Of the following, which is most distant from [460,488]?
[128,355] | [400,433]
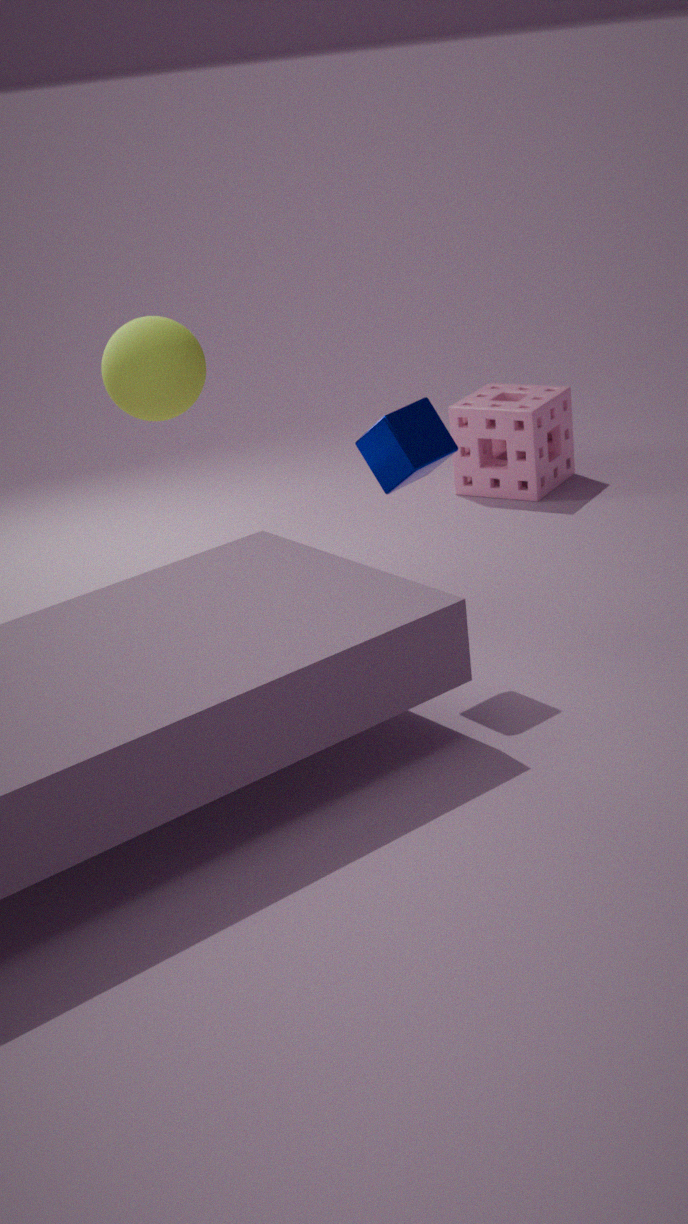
[400,433]
